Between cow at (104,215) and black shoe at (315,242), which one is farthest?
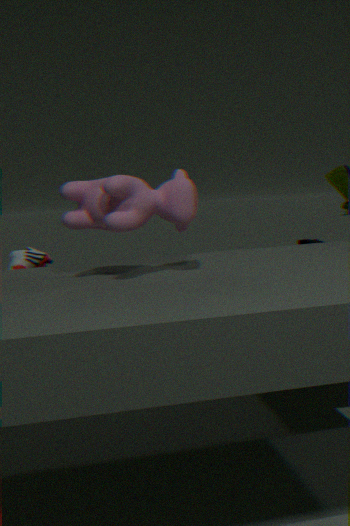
black shoe at (315,242)
